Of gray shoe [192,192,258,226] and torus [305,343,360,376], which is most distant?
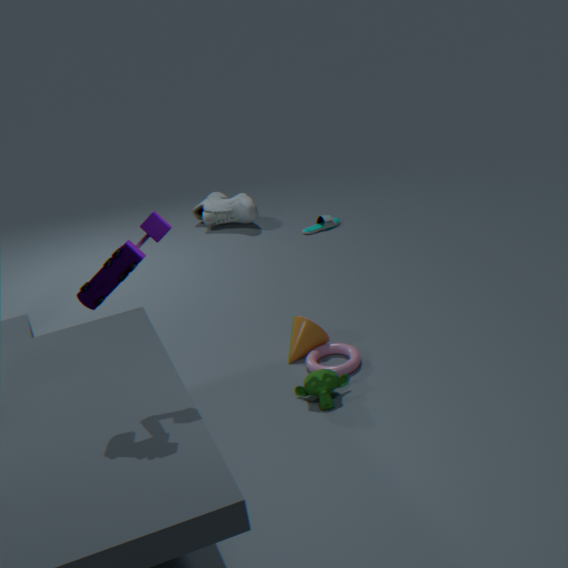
gray shoe [192,192,258,226]
